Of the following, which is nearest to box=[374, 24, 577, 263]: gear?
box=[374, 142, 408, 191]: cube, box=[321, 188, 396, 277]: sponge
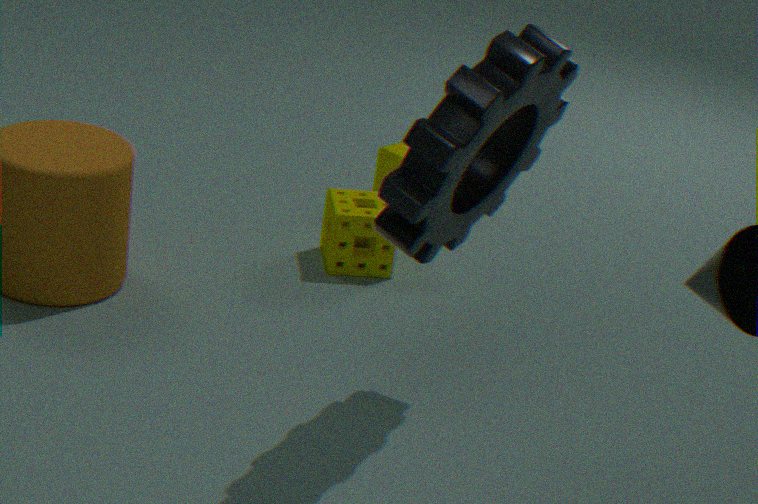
box=[321, 188, 396, 277]: sponge
